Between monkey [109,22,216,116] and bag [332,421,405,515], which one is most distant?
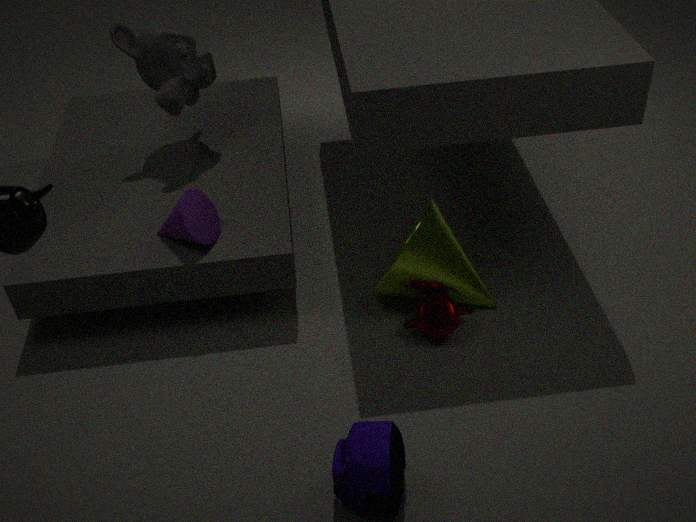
monkey [109,22,216,116]
